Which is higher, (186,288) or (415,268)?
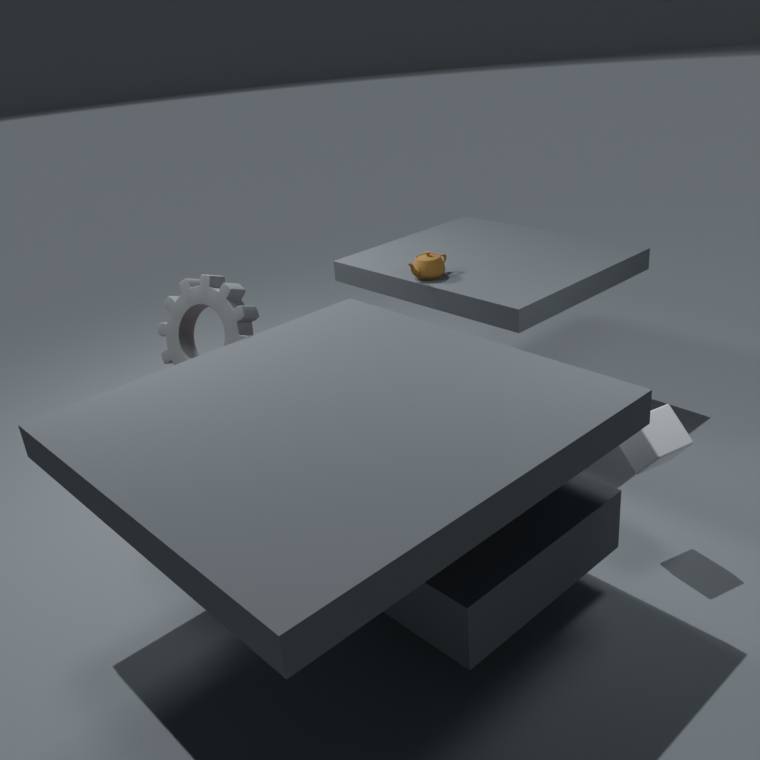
(415,268)
